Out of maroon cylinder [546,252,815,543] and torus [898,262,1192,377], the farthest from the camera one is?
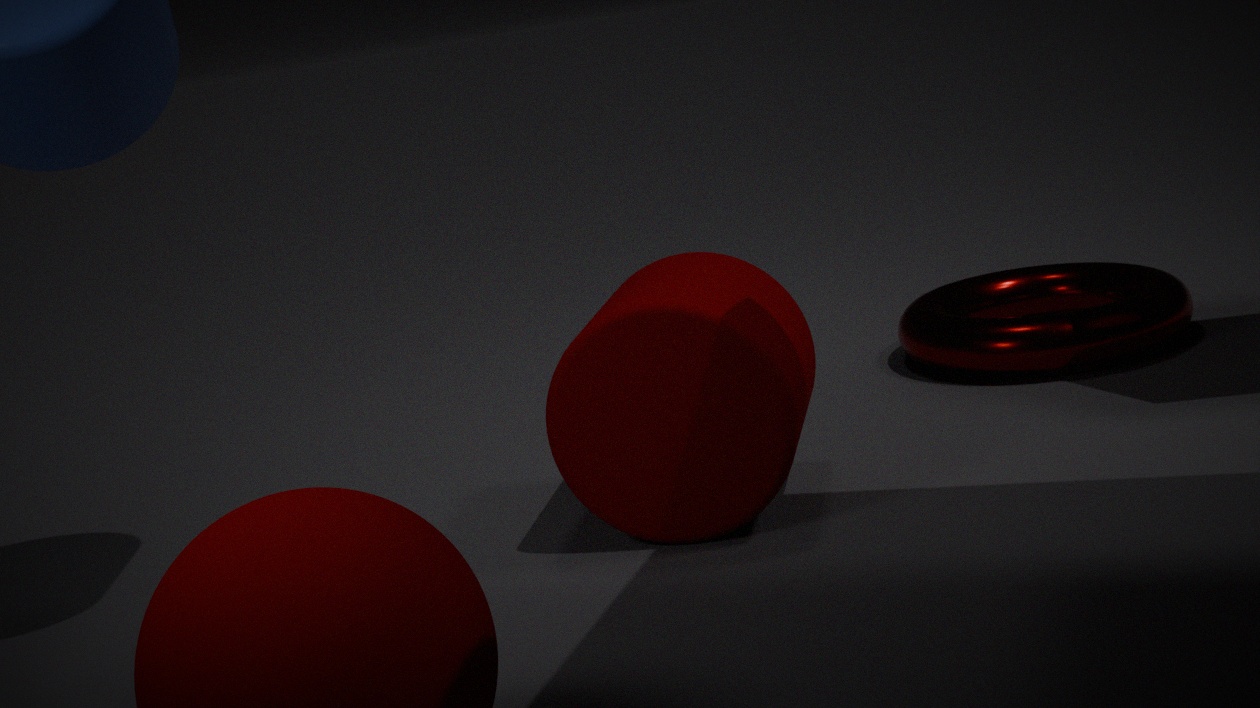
torus [898,262,1192,377]
